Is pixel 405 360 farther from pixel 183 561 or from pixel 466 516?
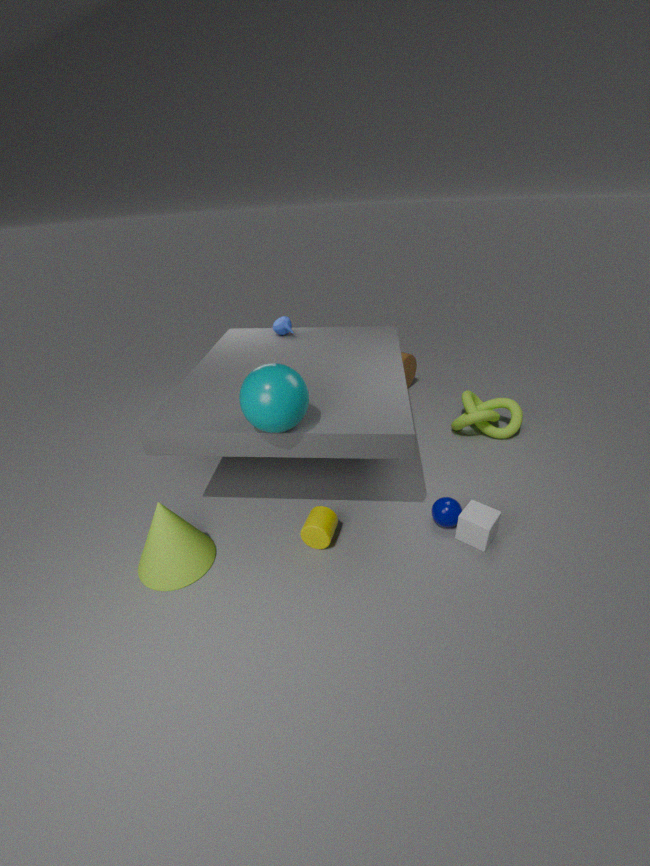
pixel 183 561
